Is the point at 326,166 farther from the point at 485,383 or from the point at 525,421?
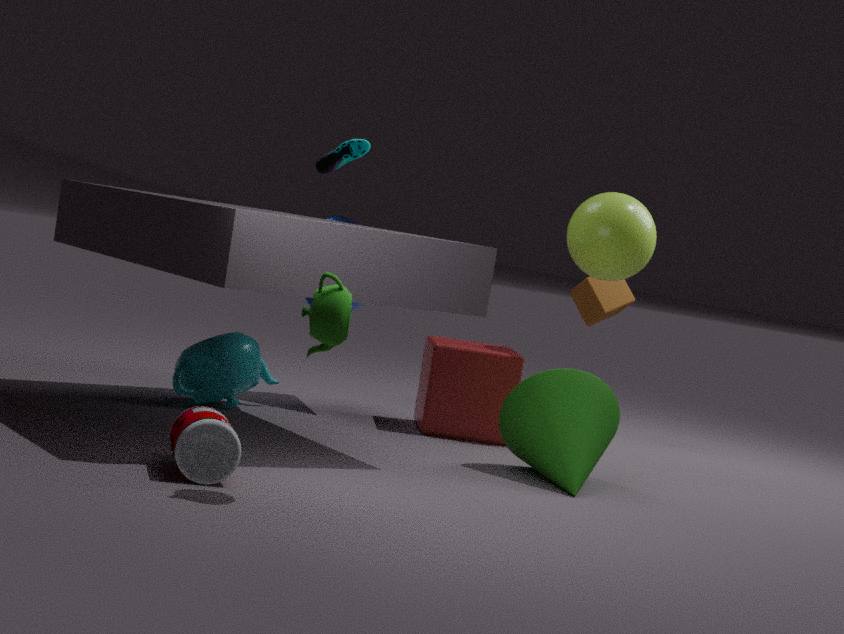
the point at 525,421
